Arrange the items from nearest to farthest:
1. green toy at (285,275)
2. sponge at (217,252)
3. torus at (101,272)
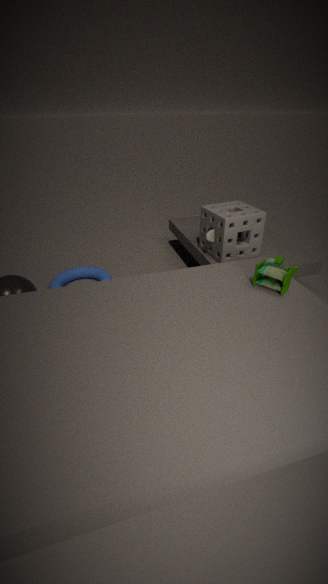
green toy at (285,275)
sponge at (217,252)
torus at (101,272)
